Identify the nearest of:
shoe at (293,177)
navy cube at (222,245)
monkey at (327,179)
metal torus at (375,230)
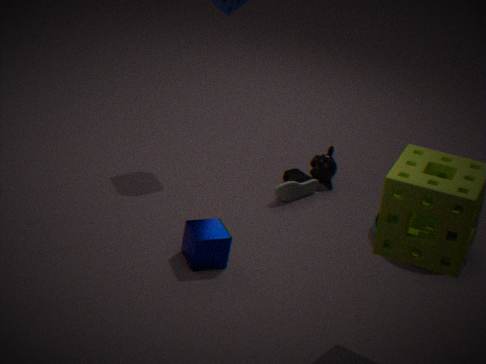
navy cube at (222,245)
